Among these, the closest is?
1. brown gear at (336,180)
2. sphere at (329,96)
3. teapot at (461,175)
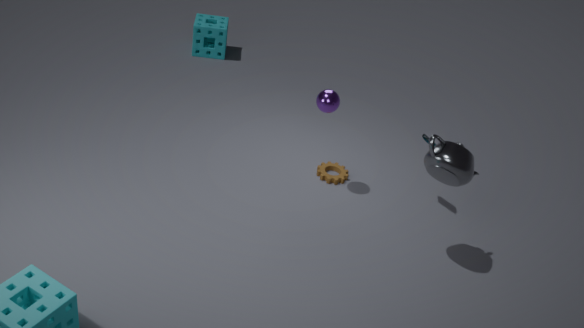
teapot at (461,175)
